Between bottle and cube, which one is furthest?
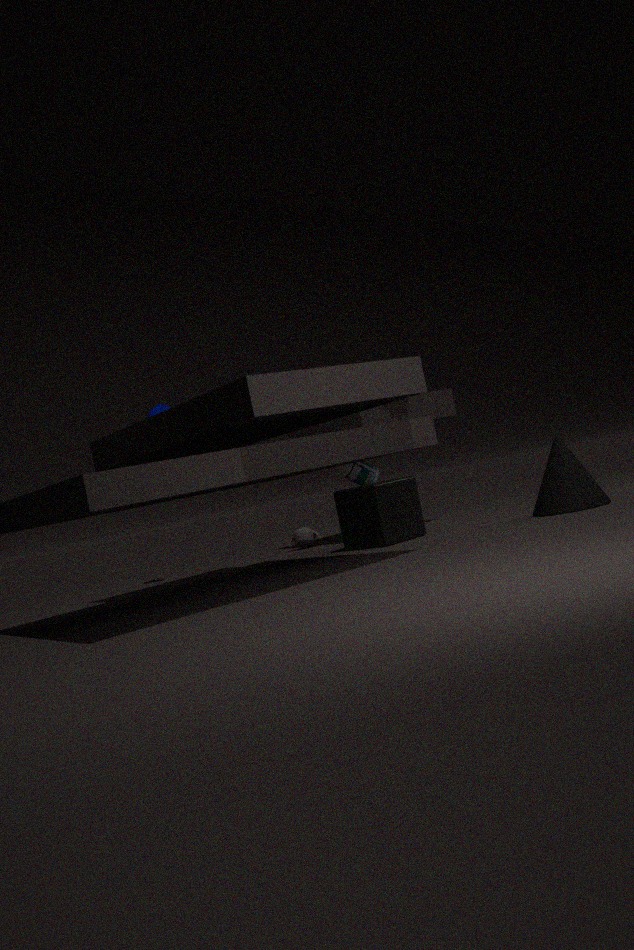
bottle
